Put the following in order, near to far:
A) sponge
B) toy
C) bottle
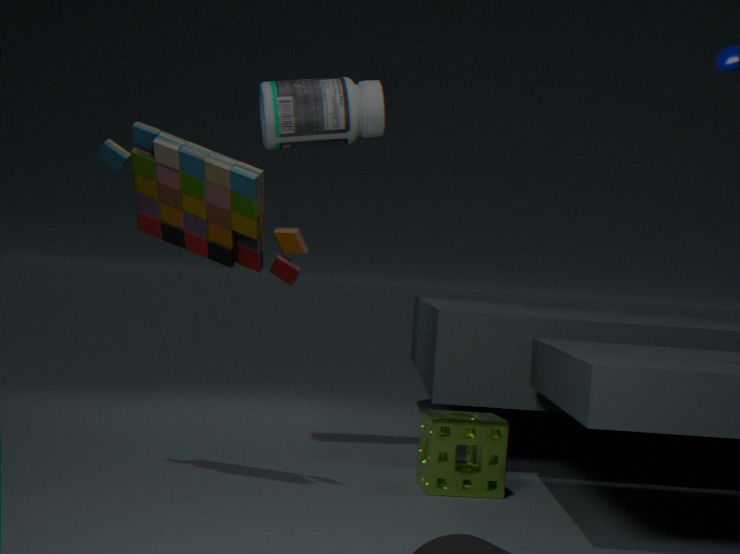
toy
sponge
bottle
